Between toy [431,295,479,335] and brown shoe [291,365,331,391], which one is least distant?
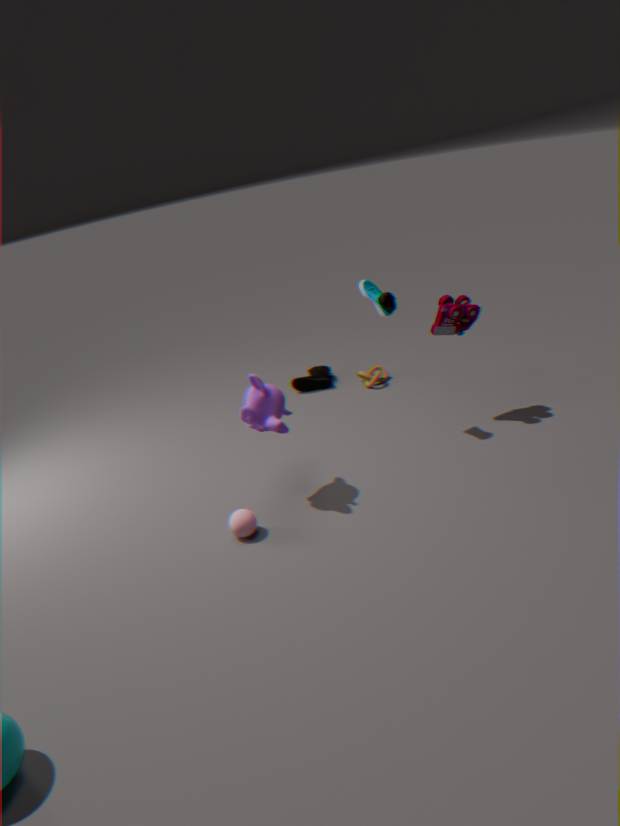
toy [431,295,479,335]
